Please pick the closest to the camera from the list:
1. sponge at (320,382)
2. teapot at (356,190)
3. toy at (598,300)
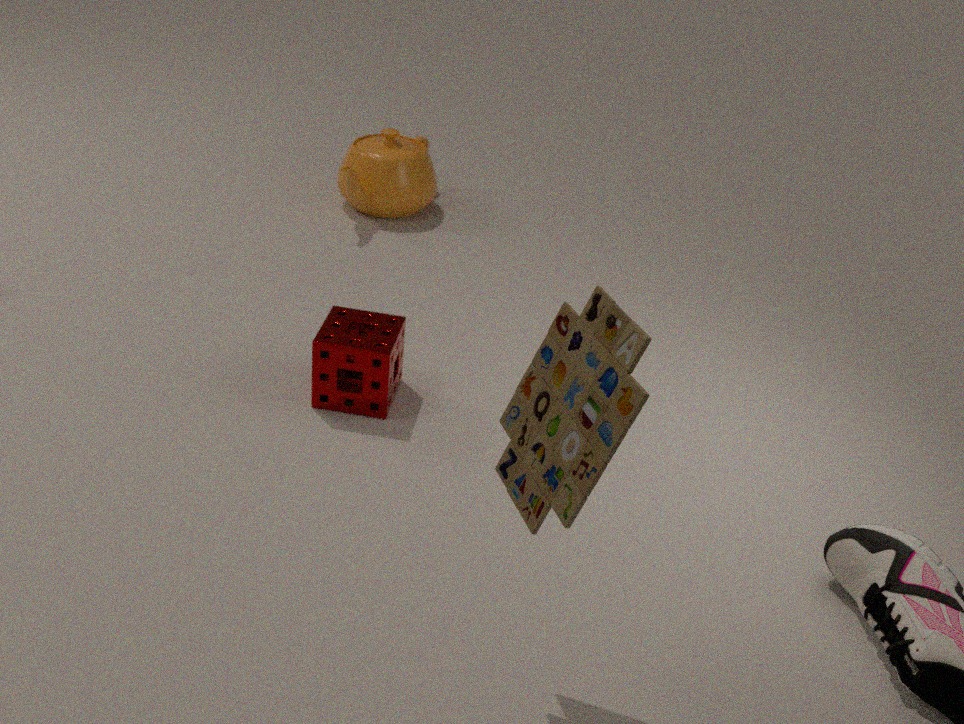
toy at (598,300)
